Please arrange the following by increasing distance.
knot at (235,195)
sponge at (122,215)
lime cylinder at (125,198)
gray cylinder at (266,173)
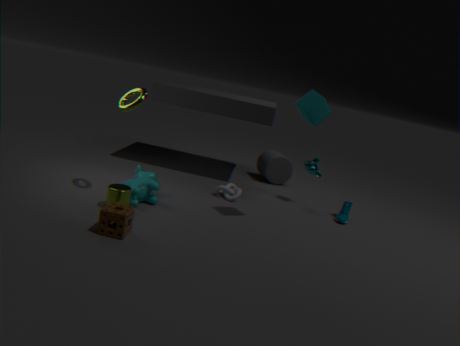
sponge at (122,215), lime cylinder at (125,198), knot at (235,195), gray cylinder at (266,173)
